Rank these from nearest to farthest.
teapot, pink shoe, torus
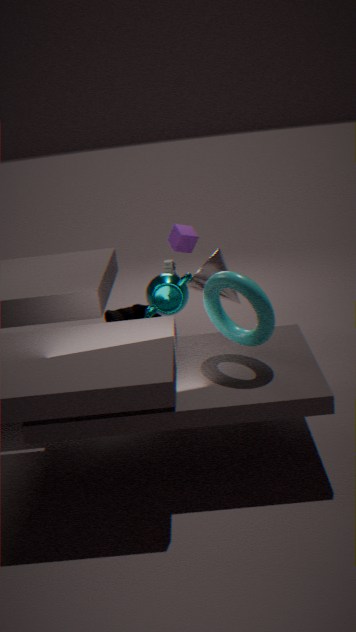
torus → teapot → pink shoe
